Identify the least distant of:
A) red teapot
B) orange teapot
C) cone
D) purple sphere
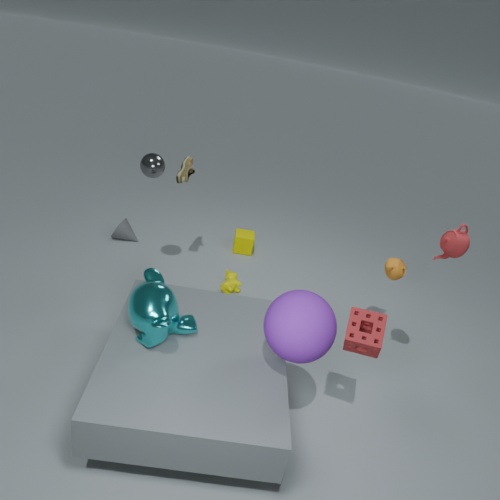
purple sphere
